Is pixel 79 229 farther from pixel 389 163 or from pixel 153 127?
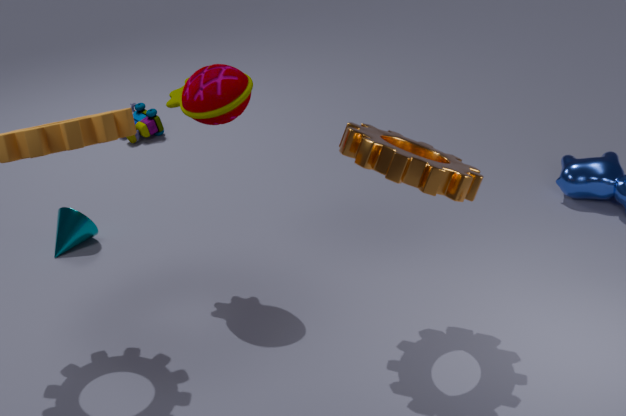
pixel 389 163
